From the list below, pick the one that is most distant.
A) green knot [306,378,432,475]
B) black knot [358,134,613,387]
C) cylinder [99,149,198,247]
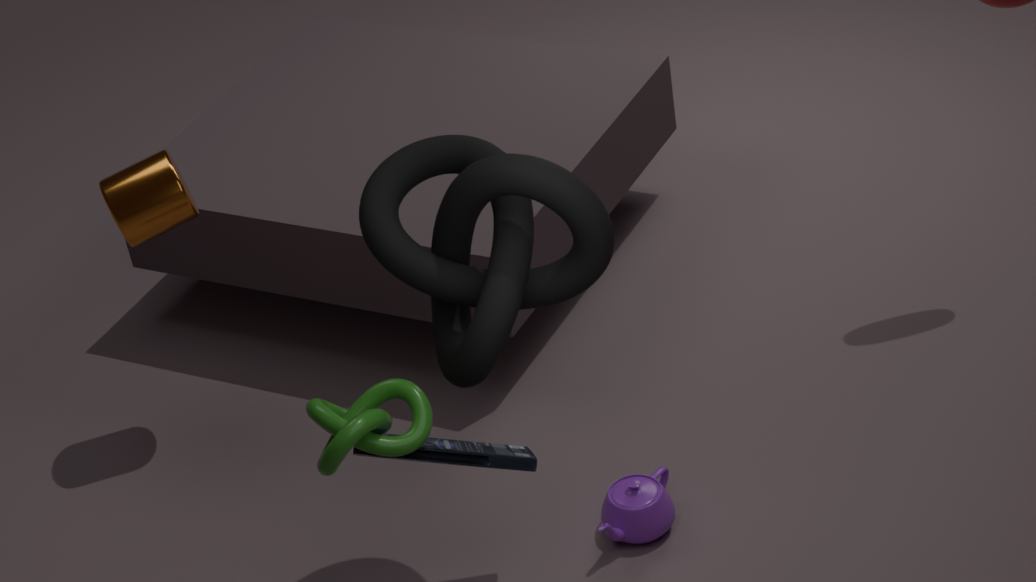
C
